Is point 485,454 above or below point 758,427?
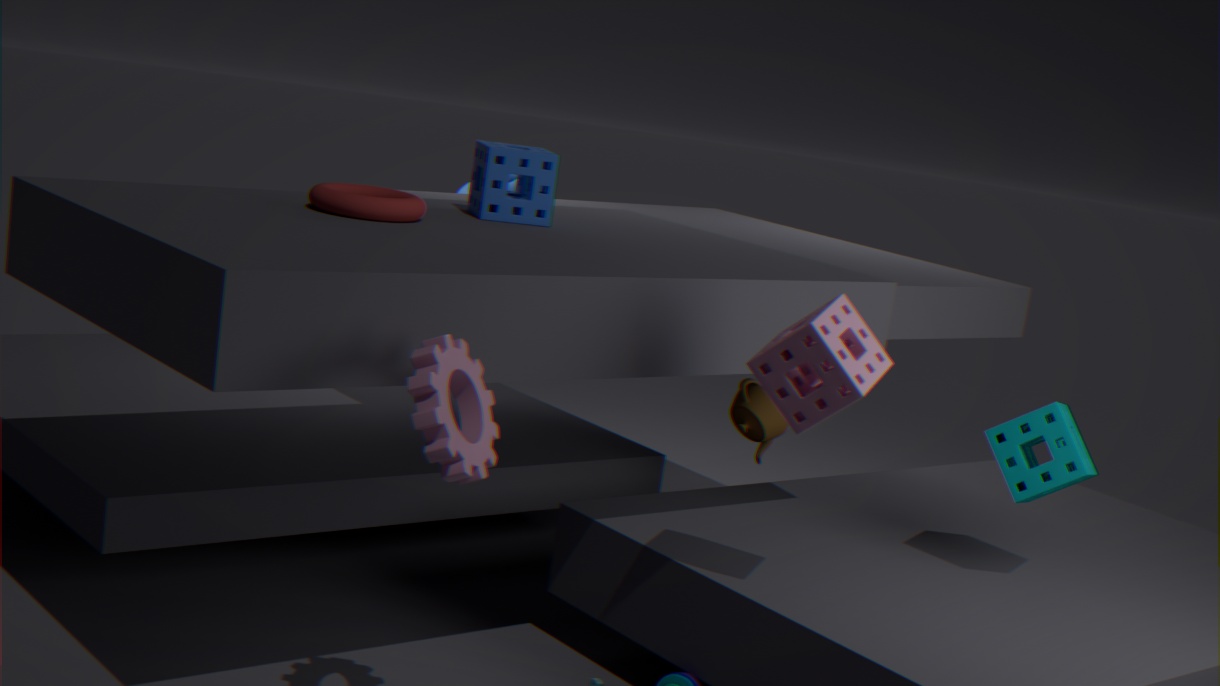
above
